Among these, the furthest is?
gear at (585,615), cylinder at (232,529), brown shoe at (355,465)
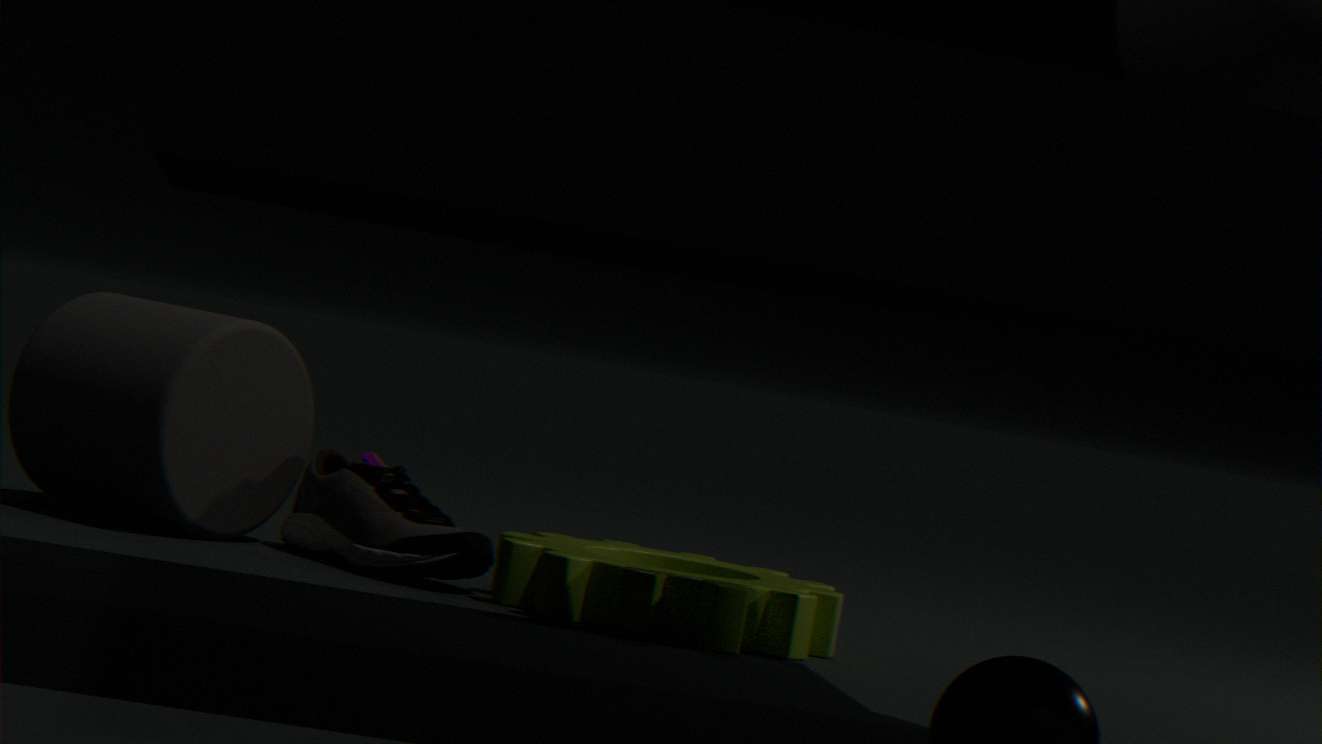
cylinder at (232,529)
